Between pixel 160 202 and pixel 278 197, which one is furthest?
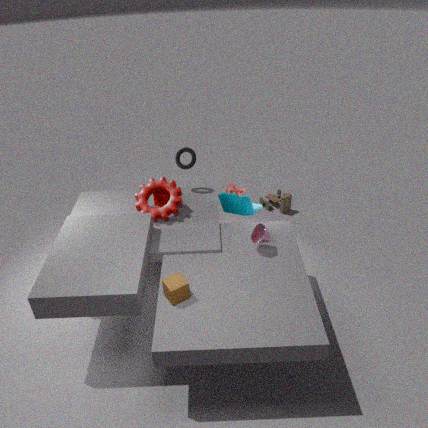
pixel 278 197
